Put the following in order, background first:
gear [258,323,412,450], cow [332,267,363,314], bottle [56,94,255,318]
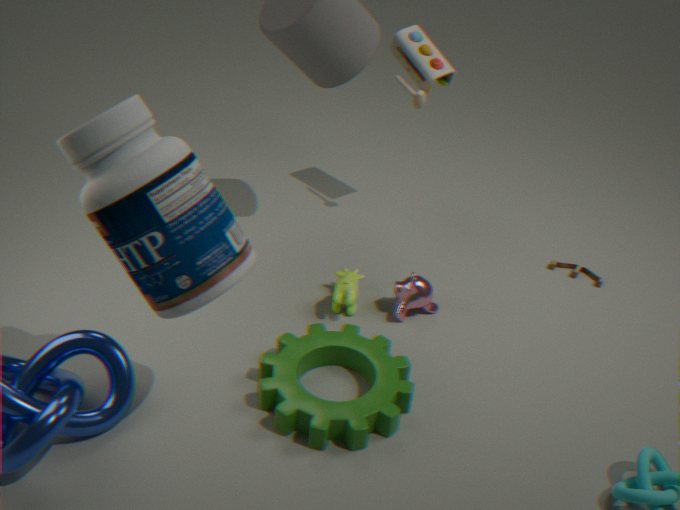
cow [332,267,363,314], gear [258,323,412,450], bottle [56,94,255,318]
